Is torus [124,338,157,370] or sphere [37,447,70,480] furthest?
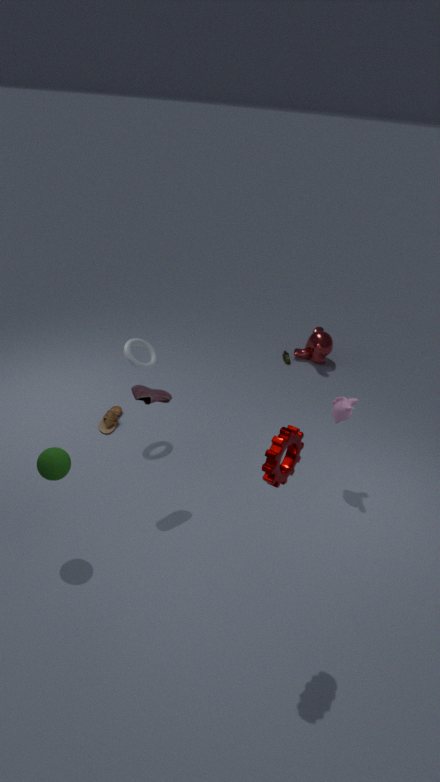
torus [124,338,157,370]
